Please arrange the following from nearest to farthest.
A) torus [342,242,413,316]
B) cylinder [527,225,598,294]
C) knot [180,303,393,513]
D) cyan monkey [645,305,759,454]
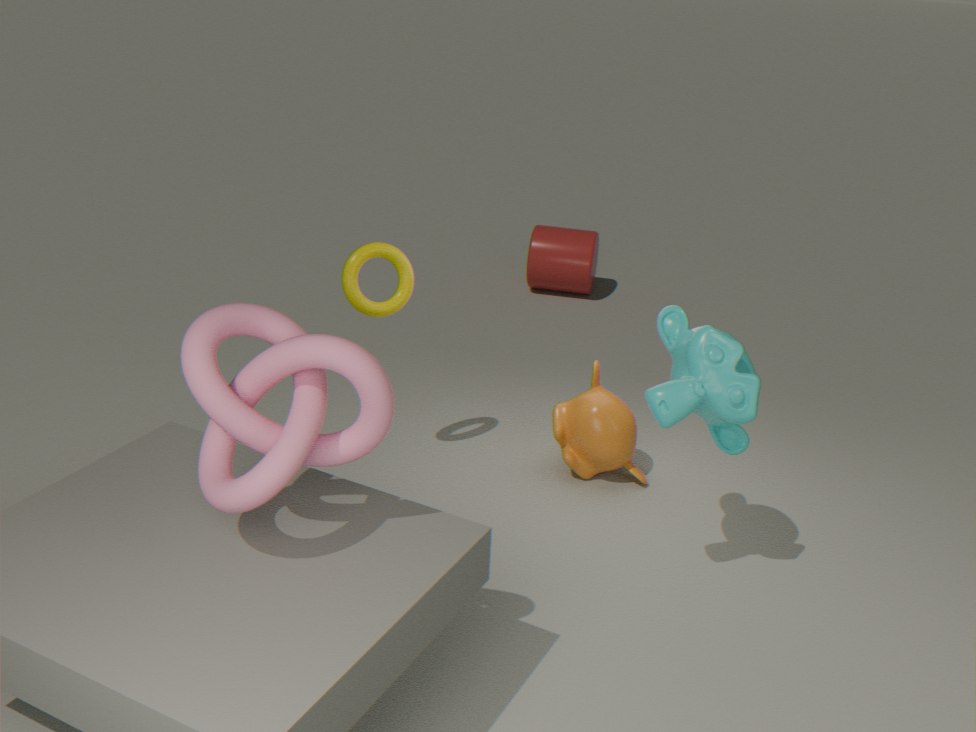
1. C. knot [180,303,393,513]
2. D. cyan monkey [645,305,759,454]
3. A. torus [342,242,413,316]
4. B. cylinder [527,225,598,294]
